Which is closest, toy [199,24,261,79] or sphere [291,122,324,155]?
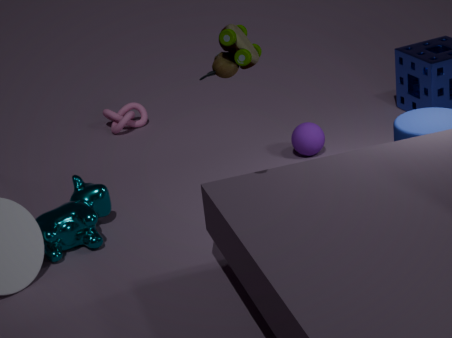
toy [199,24,261,79]
